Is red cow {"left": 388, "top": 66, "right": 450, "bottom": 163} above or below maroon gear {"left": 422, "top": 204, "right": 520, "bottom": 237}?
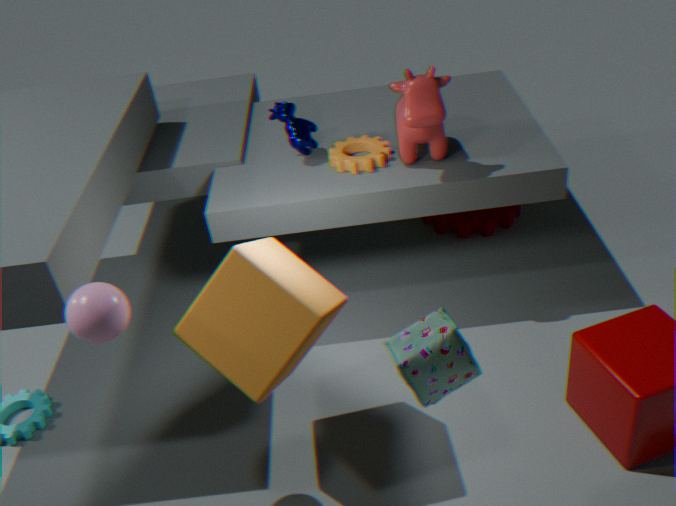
above
